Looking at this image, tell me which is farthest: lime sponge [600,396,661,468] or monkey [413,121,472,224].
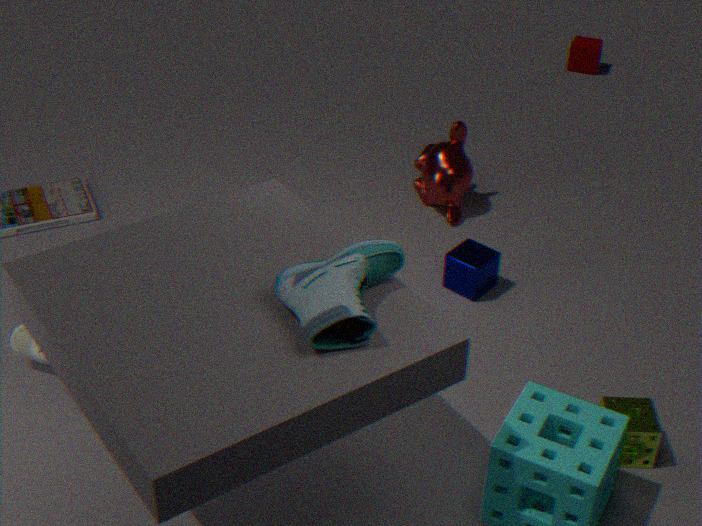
monkey [413,121,472,224]
